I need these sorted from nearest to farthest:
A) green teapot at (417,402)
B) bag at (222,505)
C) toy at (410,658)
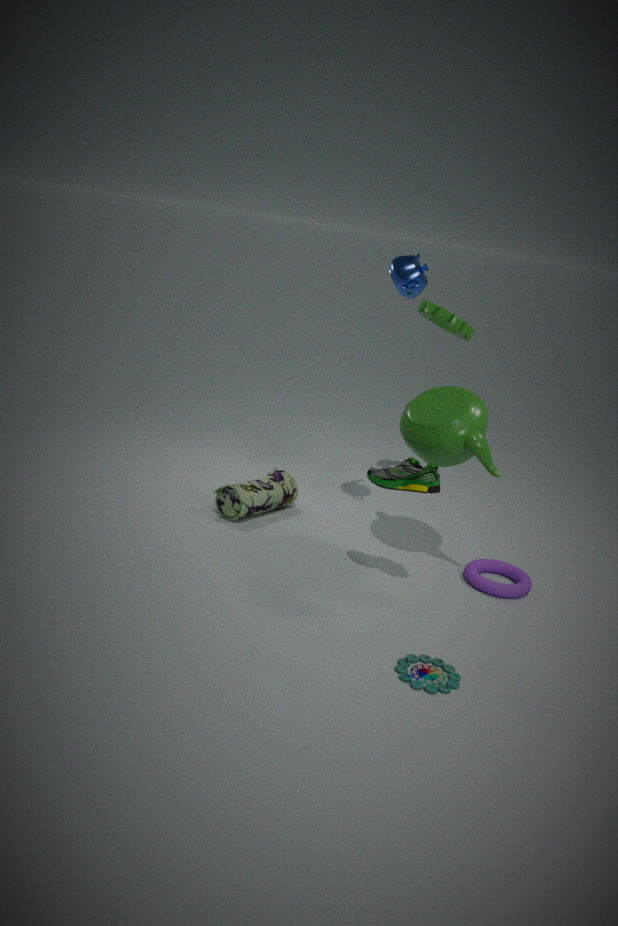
toy at (410,658)
green teapot at (417,402)
bag at (222,505)
